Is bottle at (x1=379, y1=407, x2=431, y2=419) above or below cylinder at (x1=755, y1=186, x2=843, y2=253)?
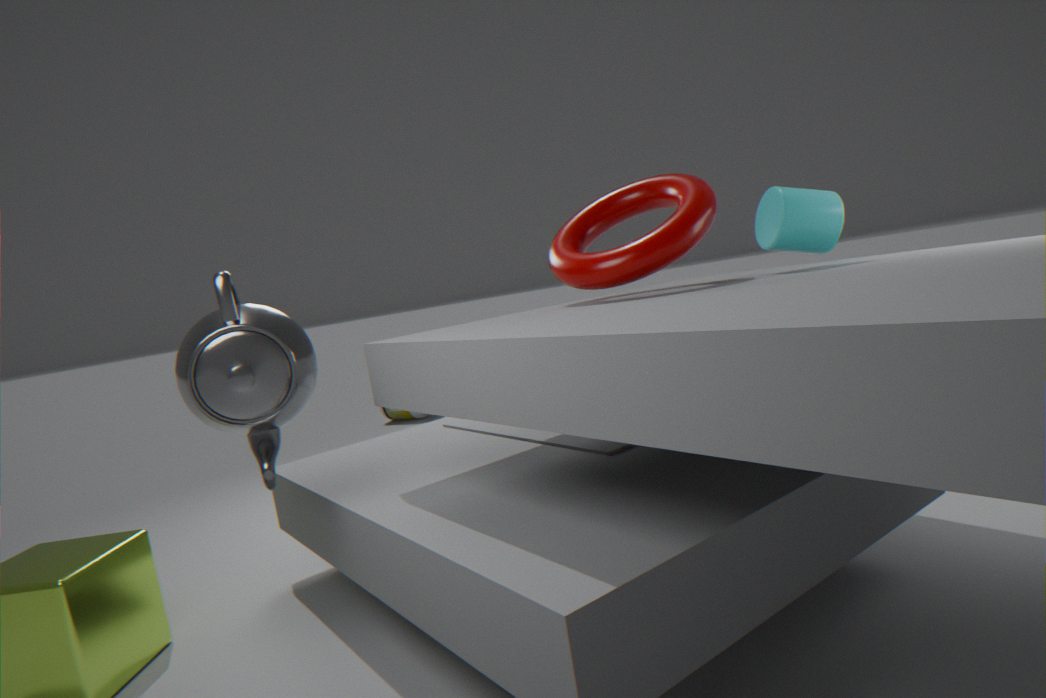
below
